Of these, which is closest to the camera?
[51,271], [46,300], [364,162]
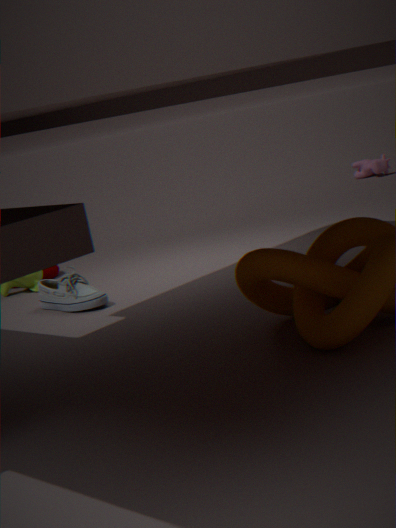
[46,300]
